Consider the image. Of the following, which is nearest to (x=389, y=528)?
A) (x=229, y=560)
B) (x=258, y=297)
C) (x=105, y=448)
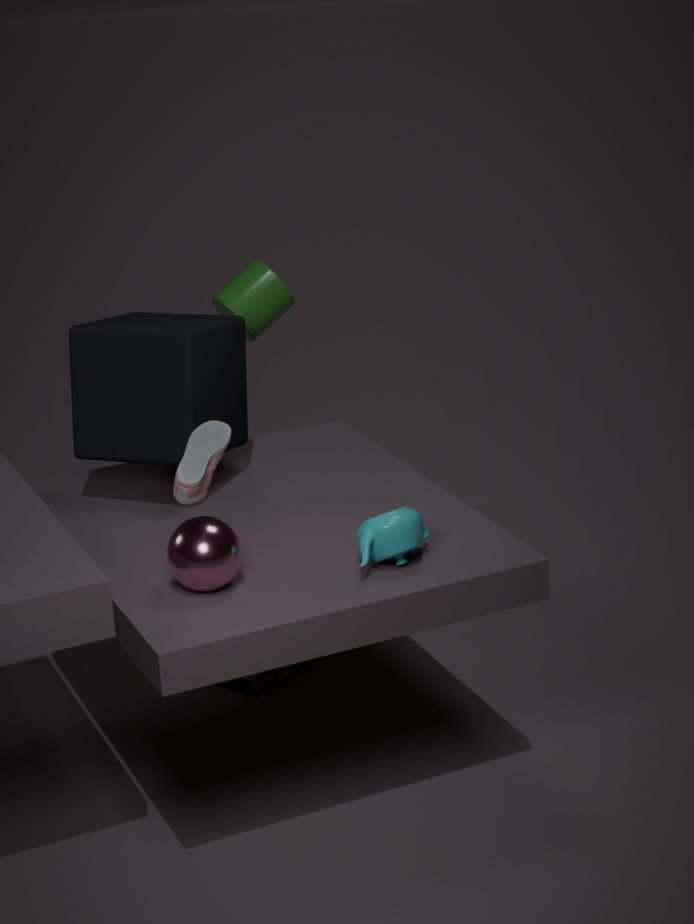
(x=229, y=560)
